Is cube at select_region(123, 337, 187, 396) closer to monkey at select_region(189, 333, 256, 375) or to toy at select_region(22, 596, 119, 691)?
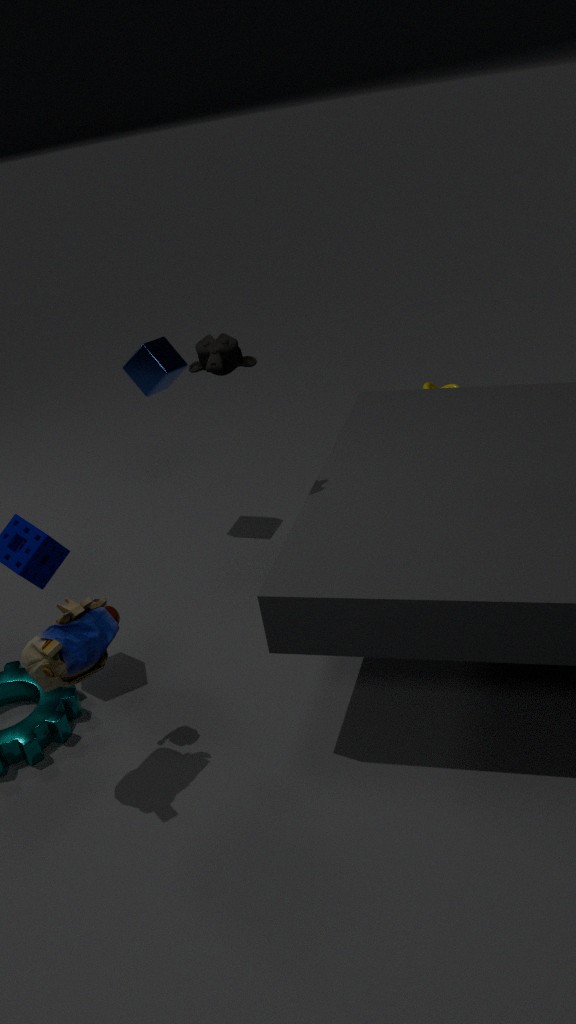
monkey at select_region(189, 333, 256, 375)
